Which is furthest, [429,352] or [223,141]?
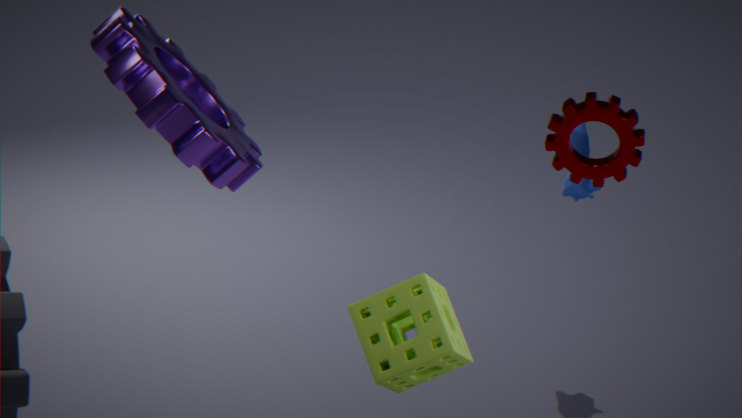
[223,141]
